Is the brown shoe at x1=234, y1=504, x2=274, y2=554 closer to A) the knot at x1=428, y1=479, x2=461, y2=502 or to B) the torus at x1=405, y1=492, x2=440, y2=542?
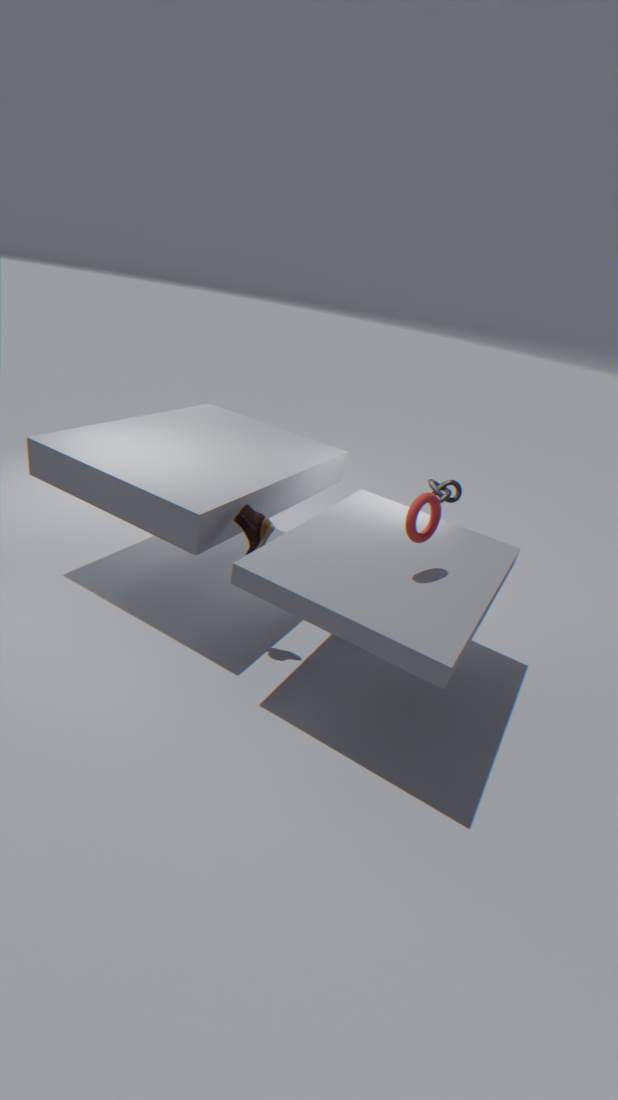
B) the torus at x1=405, y1=492, x2=440, y2=542
